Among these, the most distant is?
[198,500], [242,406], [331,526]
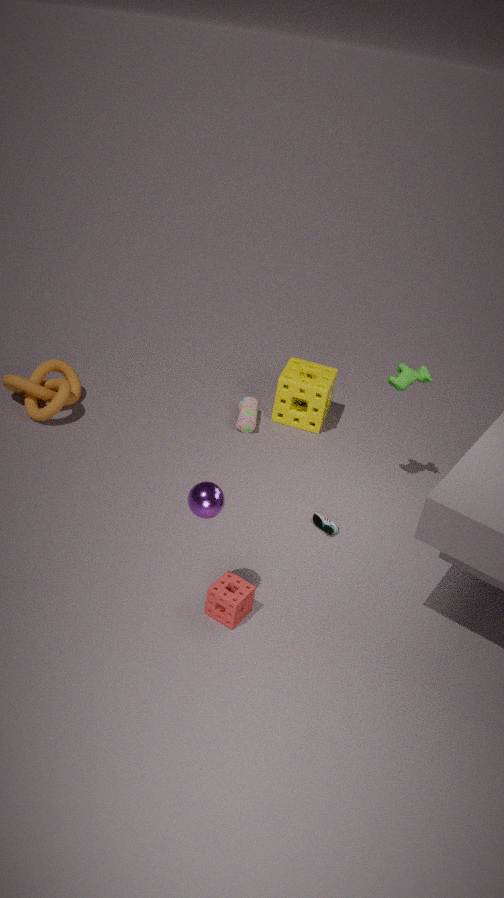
[242,406]
